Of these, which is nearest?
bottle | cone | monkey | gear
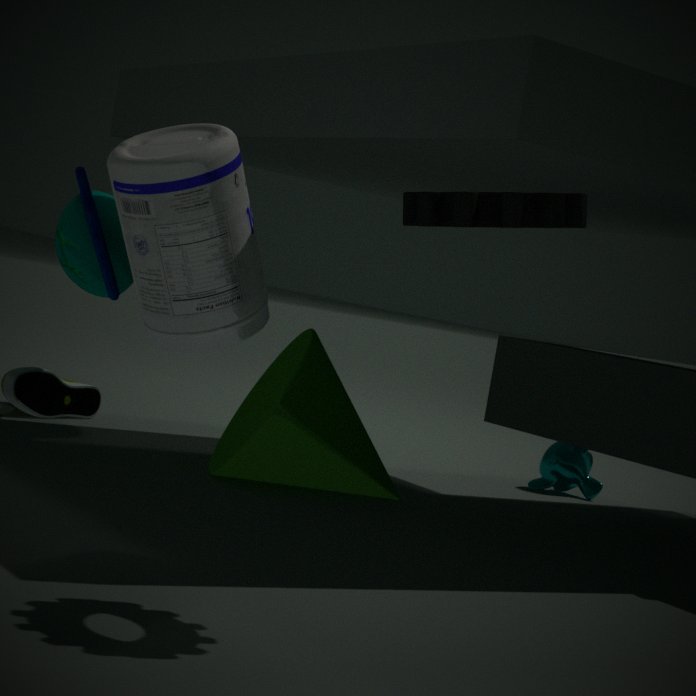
gear
